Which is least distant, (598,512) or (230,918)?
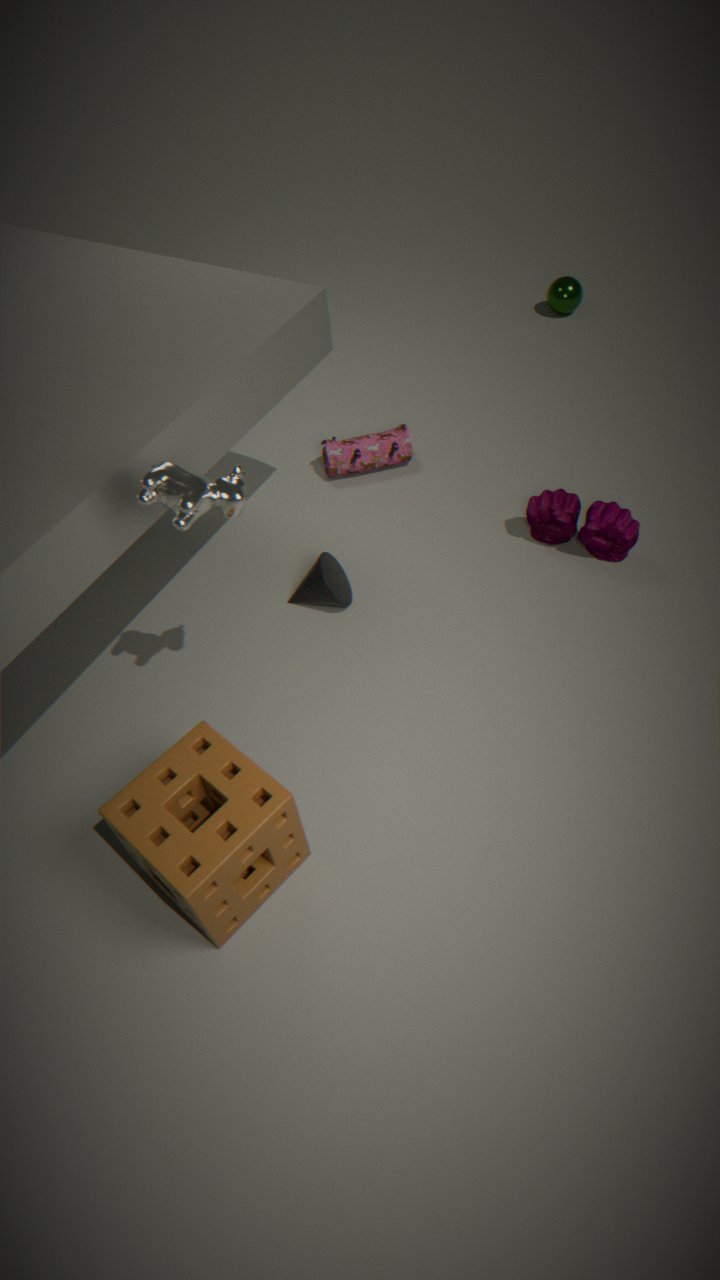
(230,918)
